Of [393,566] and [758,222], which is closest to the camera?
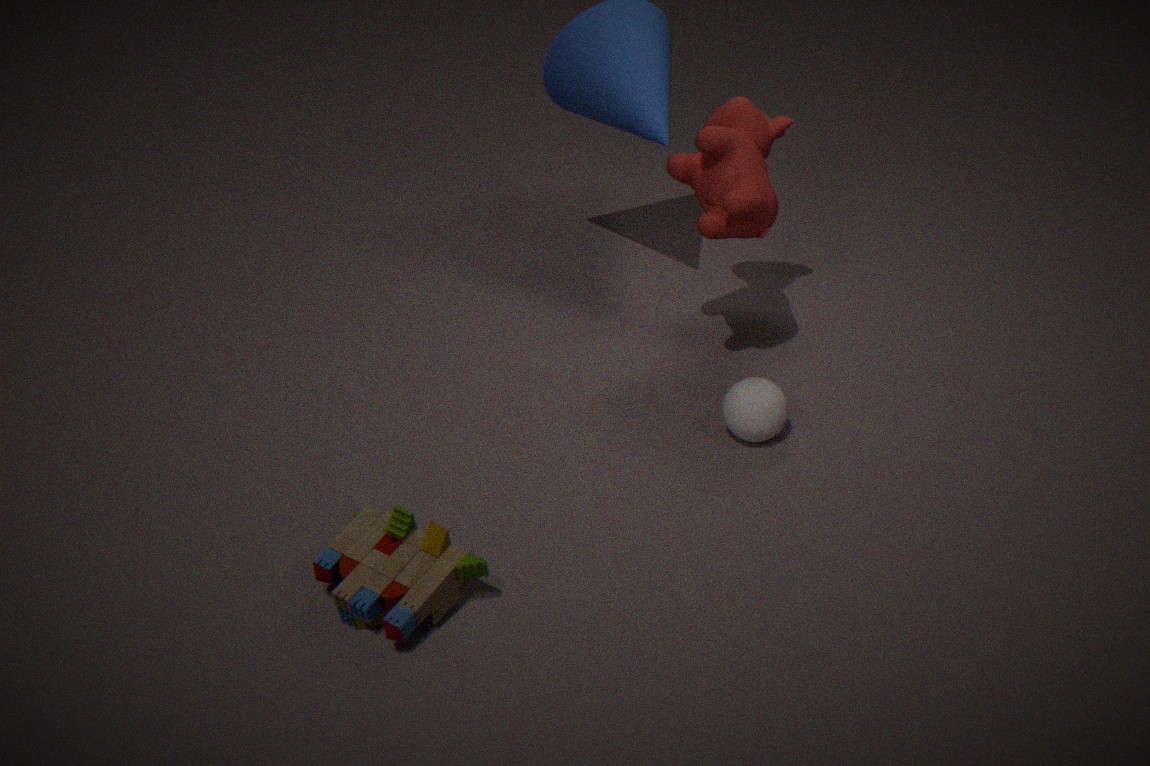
[393,566]
